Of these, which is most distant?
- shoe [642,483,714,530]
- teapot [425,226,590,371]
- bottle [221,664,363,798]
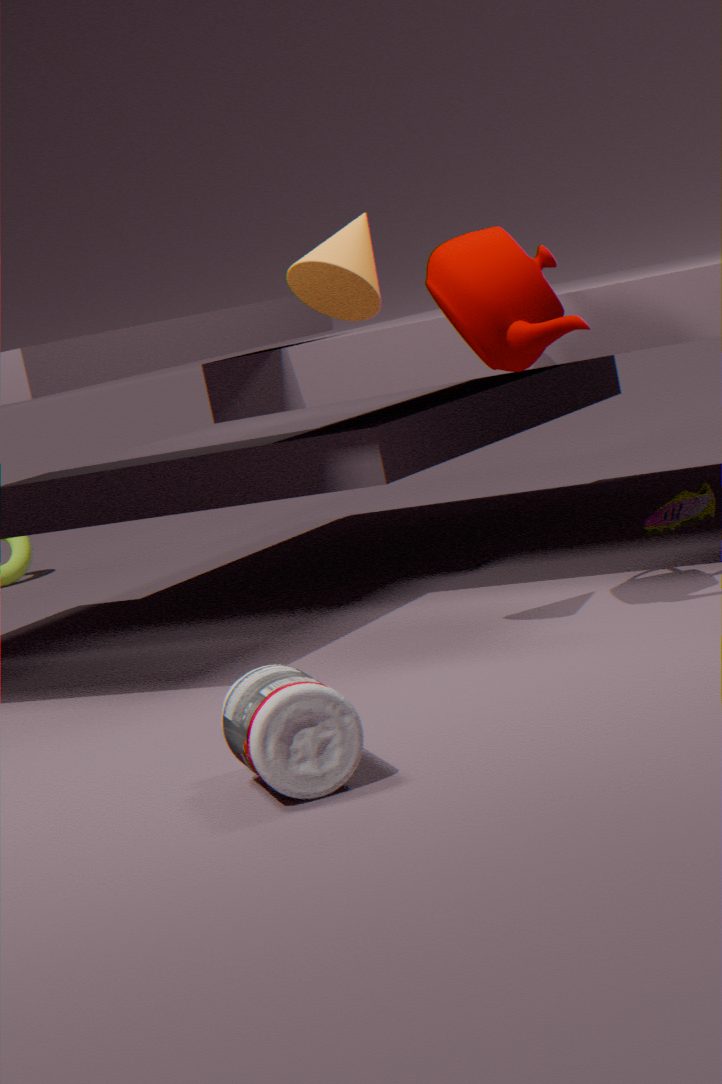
shoe [642,483,714,530]
